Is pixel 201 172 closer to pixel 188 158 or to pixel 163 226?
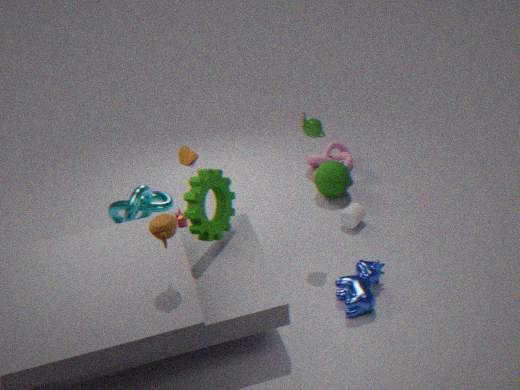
pixel 163 226
